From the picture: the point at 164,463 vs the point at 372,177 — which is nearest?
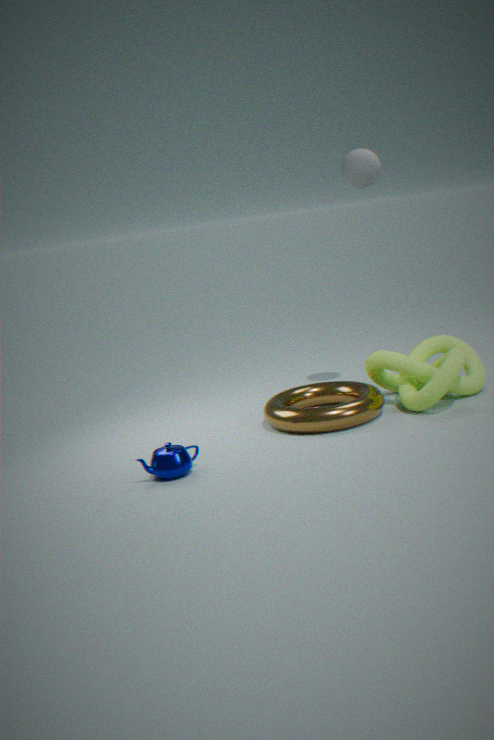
the point at 164,463
